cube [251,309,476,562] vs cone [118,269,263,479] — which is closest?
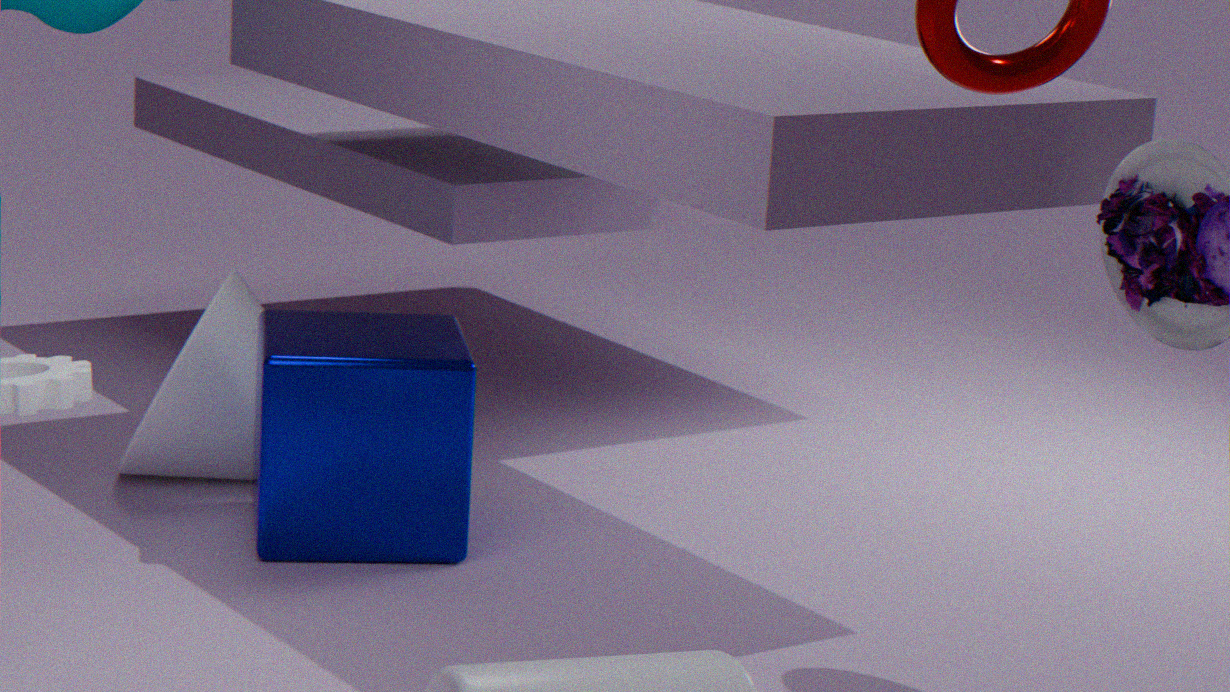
cube [251,309,476,562]
